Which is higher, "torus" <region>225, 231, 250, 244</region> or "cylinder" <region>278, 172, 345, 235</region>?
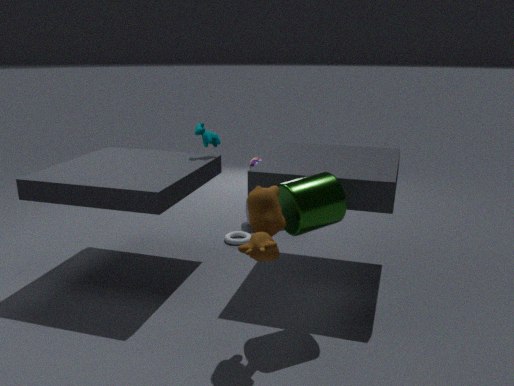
"cylinder" <region>278, 172, 345, 235</region>
